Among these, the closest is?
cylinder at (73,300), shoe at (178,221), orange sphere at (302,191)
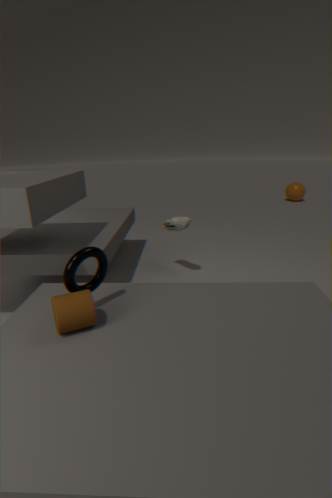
cylinder at (73,300)
